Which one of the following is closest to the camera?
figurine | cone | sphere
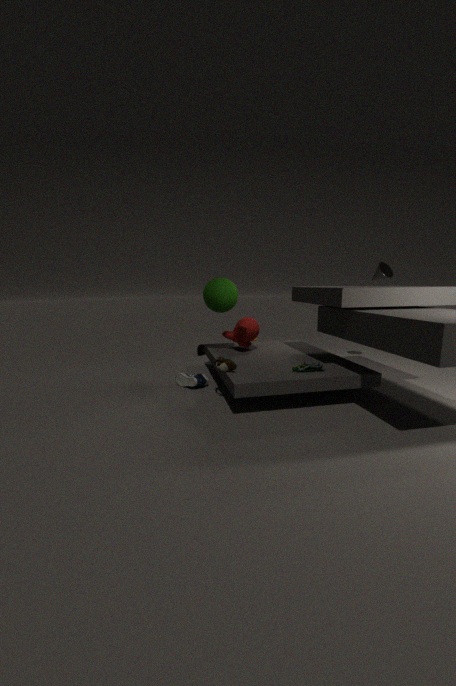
figurine
